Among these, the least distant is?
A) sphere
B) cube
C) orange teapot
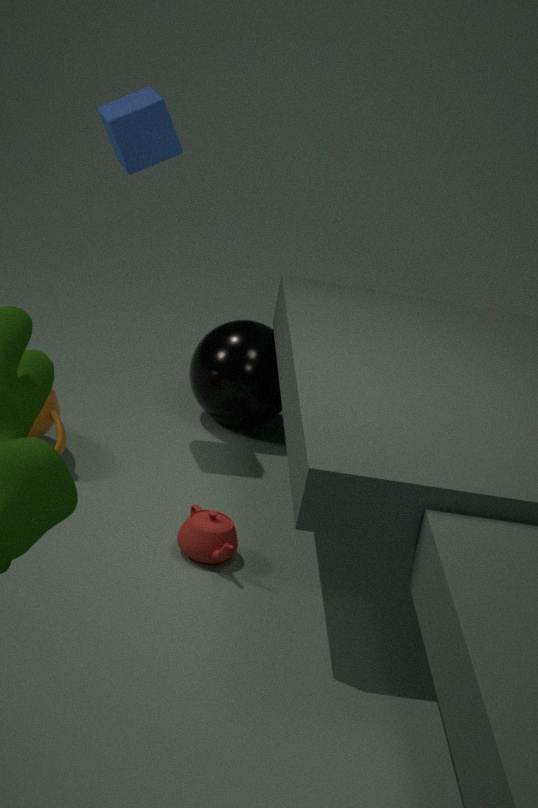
C. orange teapot
